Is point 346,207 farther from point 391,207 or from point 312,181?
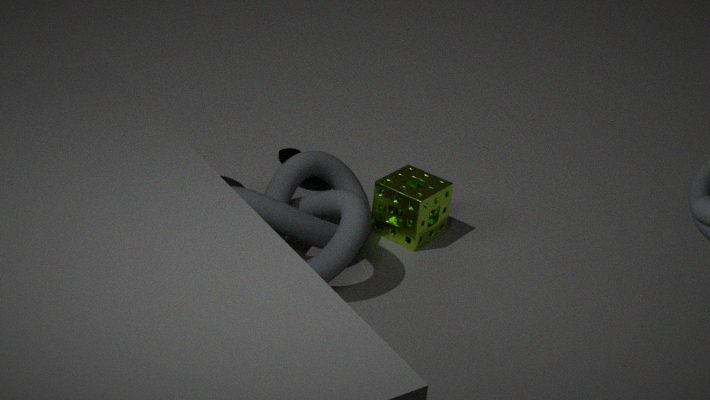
point 312,181
